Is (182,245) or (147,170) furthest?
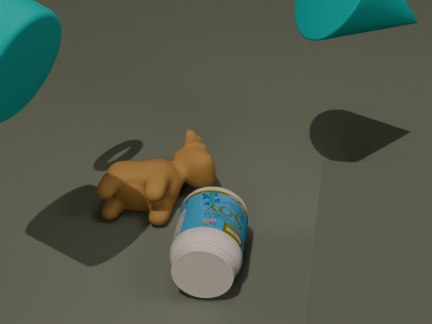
(147,170)
